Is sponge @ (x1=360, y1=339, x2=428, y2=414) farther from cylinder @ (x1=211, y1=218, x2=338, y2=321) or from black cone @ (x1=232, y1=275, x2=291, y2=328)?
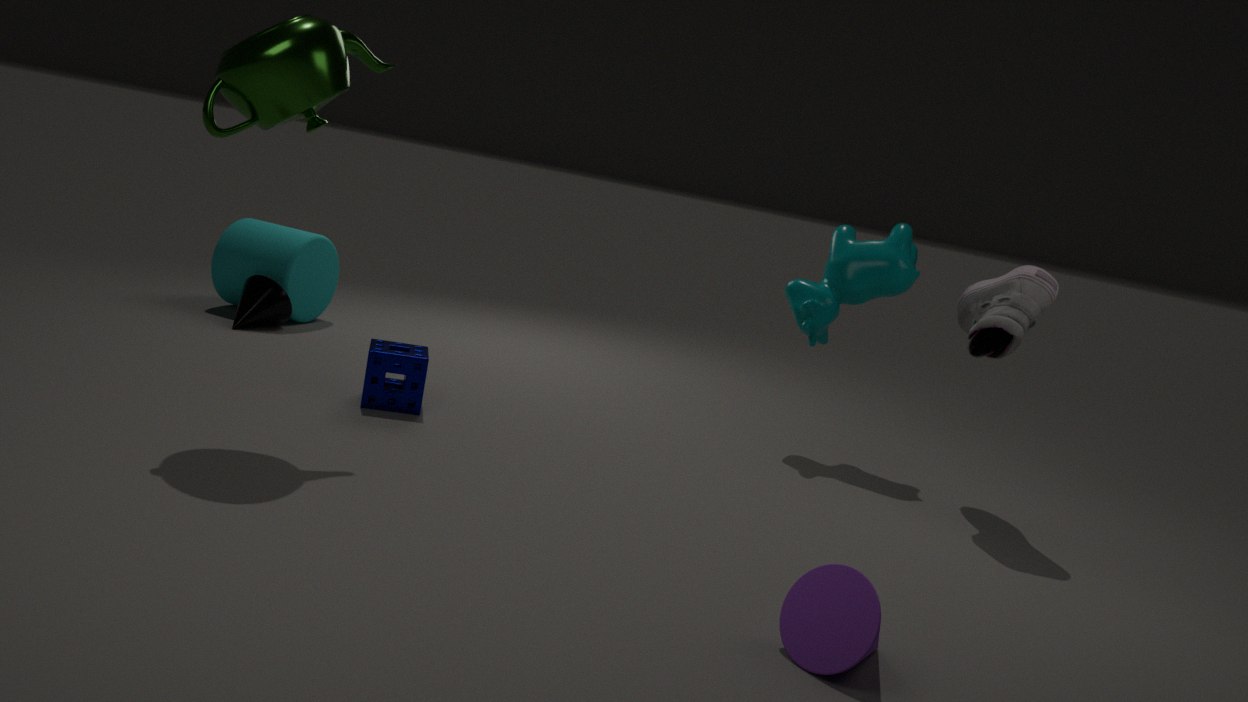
cylinder @ (x1=211, y1=218, x2=338, y2=321)
